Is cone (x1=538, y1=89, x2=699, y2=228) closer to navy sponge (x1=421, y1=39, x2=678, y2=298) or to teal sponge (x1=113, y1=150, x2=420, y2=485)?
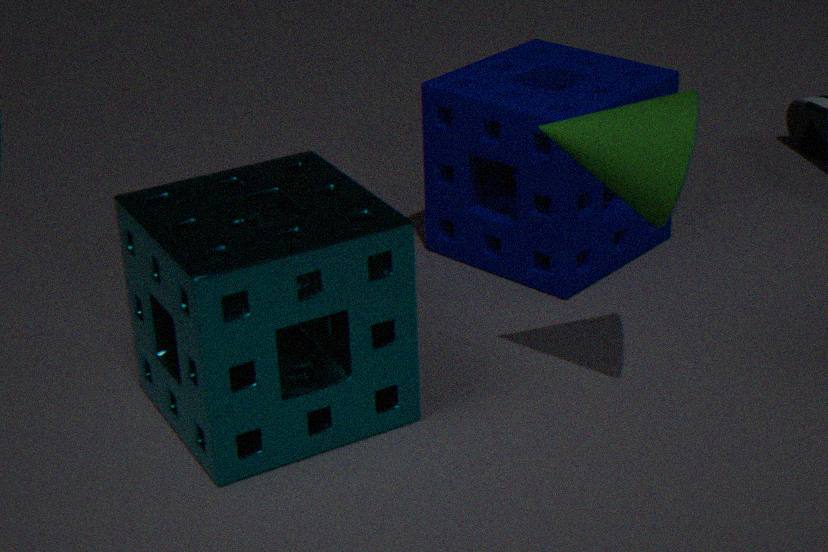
teal sponge (x1=113, y1=150, x2=420, y2=485)
